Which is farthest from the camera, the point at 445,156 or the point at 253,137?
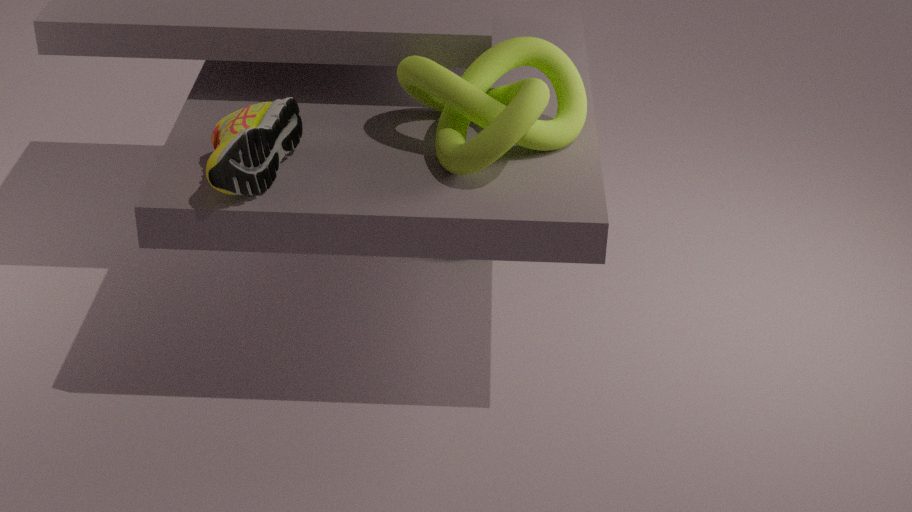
the point at 445,156
